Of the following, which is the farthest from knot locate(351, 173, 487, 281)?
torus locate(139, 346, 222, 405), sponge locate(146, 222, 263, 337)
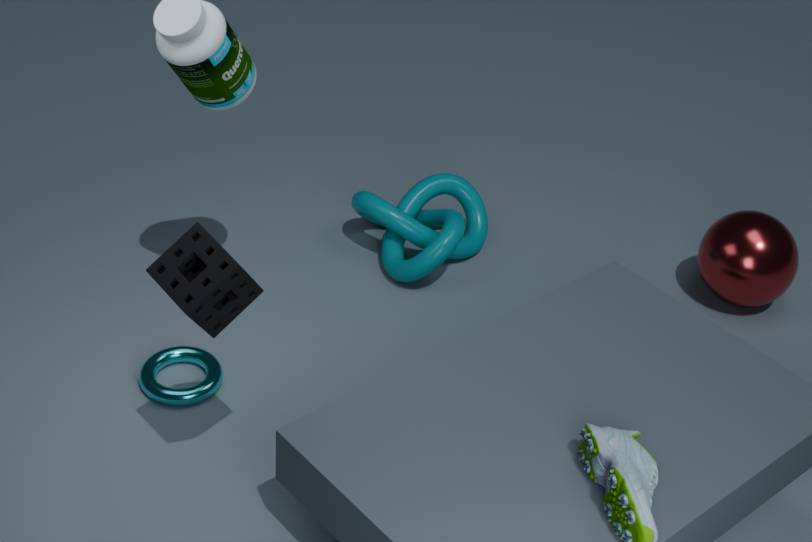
sponge locate(146, 222, 263, 337)
